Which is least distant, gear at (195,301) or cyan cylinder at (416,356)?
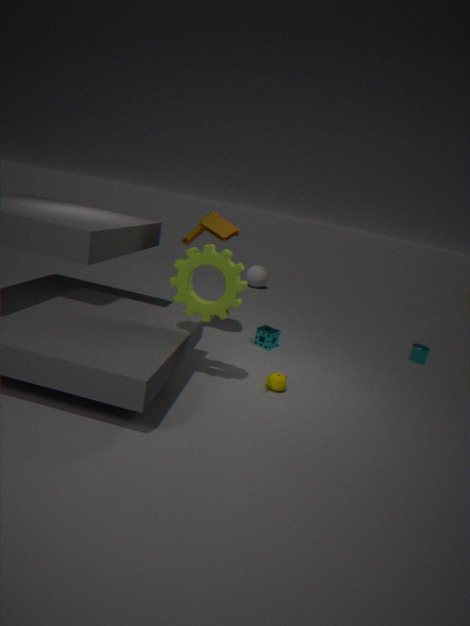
gear at (195,301)
